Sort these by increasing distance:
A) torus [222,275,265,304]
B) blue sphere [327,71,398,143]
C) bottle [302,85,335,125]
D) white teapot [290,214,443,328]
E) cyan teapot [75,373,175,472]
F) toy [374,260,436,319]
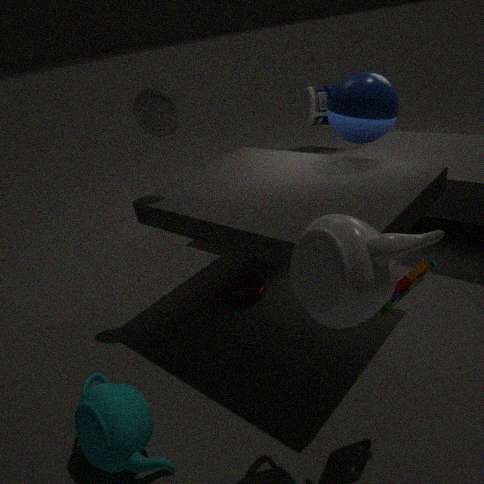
white teapot [290,214,443,328] → toy [374,260,436,319] → cyan teapot [75,373,175,472] → blue sphere [327,71,398,143] → torus [222,275,265,304] → bottle [302,85,335,125]
